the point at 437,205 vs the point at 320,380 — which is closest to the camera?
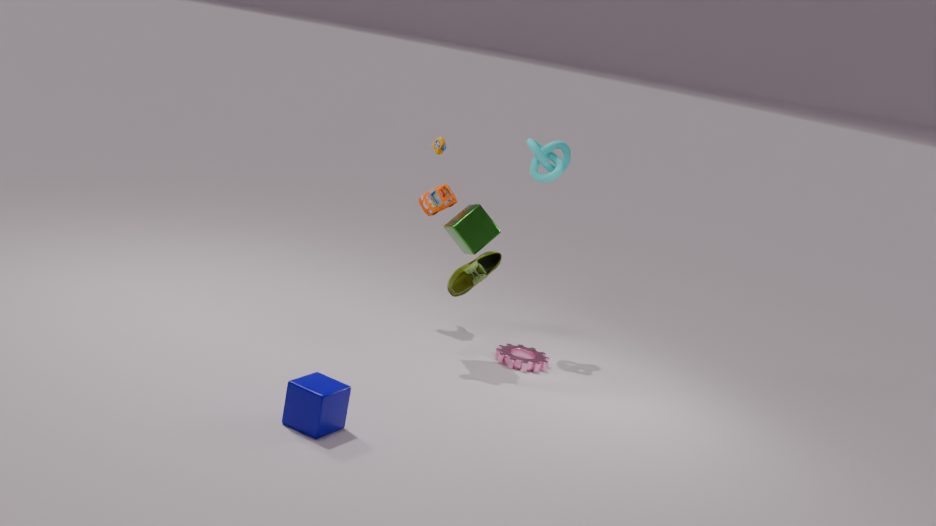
the point at 320,380
